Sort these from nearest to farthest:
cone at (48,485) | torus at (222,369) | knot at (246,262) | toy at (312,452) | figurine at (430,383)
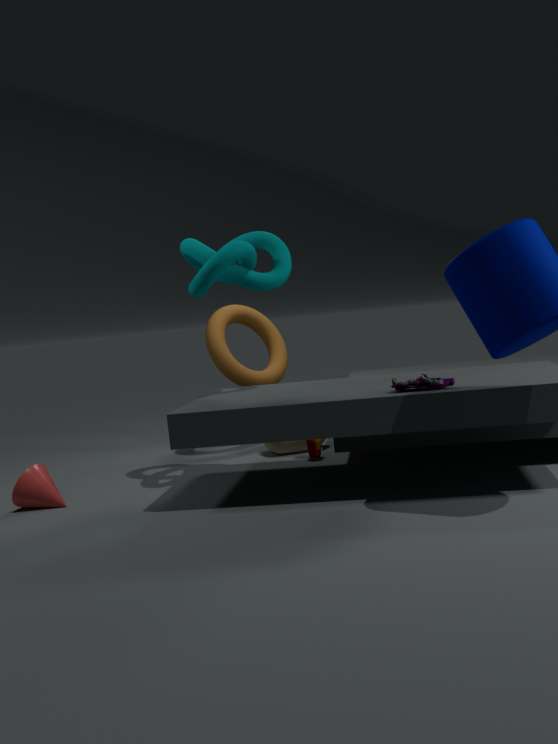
figurine at (430,383), knot at (246,262), cone at (48,485), toy at (312,452), torus at (222,369)
